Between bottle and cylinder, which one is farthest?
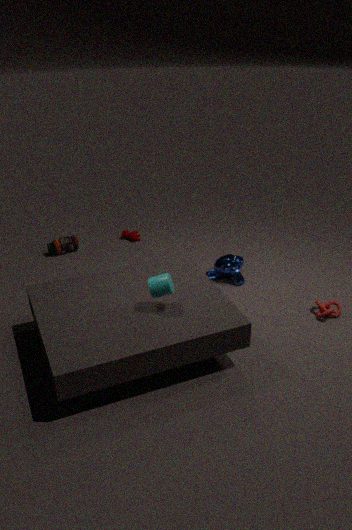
bottle
